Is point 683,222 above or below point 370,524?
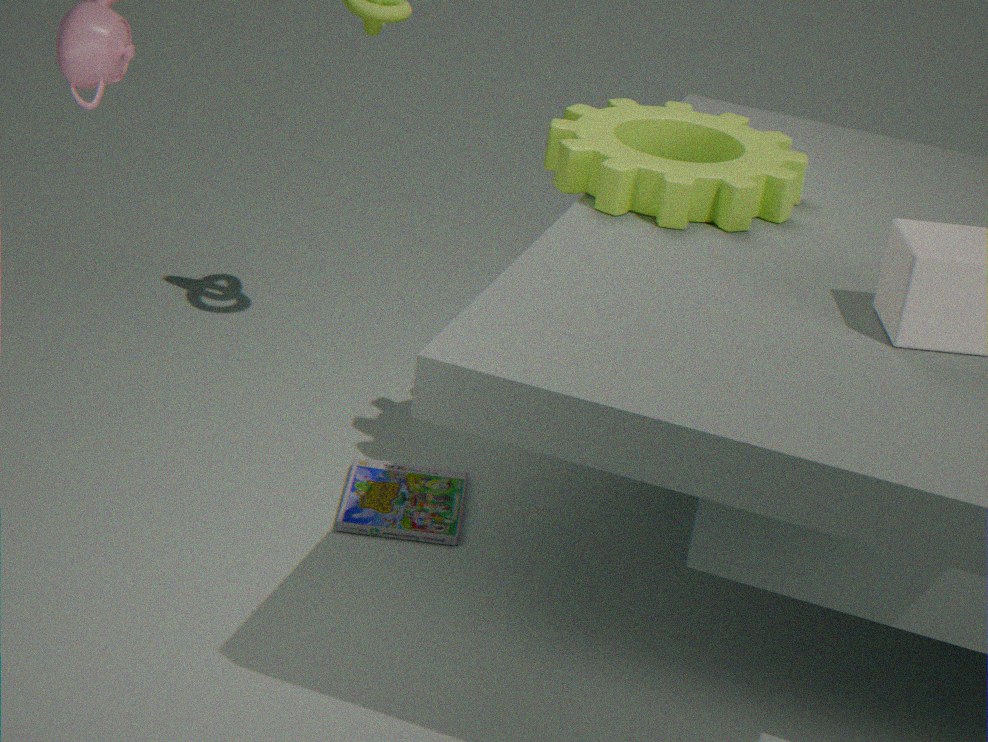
above
